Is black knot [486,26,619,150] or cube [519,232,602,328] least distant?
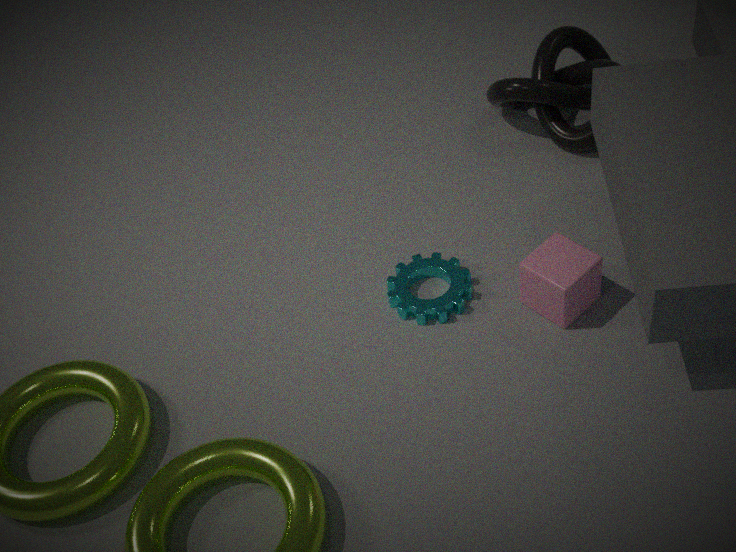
cube [519,232,602,328]
